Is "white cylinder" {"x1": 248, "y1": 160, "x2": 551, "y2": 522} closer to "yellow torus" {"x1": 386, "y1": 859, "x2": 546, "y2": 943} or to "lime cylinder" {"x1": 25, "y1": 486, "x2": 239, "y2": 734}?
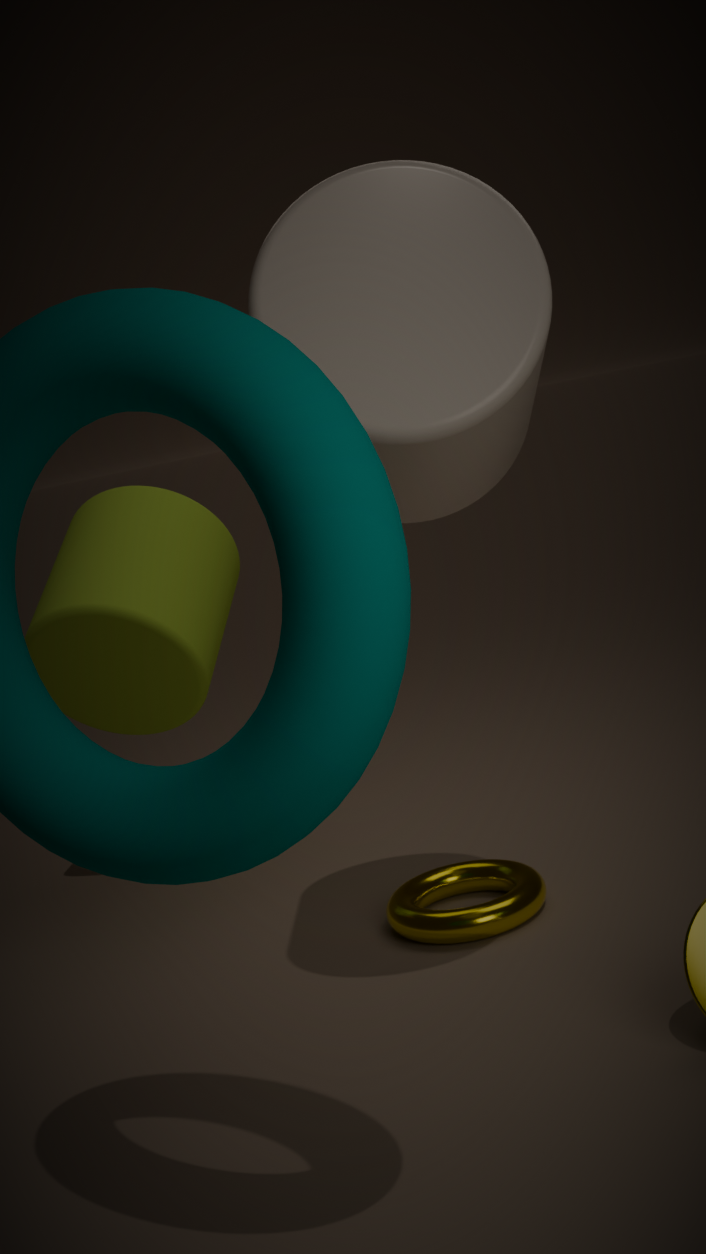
"yellow torus" {"x1": 386, "y1": 859, "x2": 546, "y2": 943}
